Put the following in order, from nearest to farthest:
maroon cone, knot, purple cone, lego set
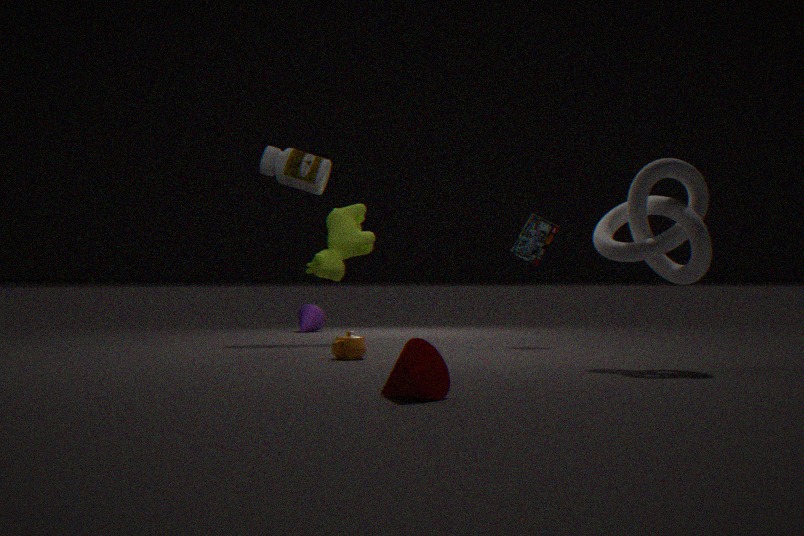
maroon cone, knot, lego set, purple cone
